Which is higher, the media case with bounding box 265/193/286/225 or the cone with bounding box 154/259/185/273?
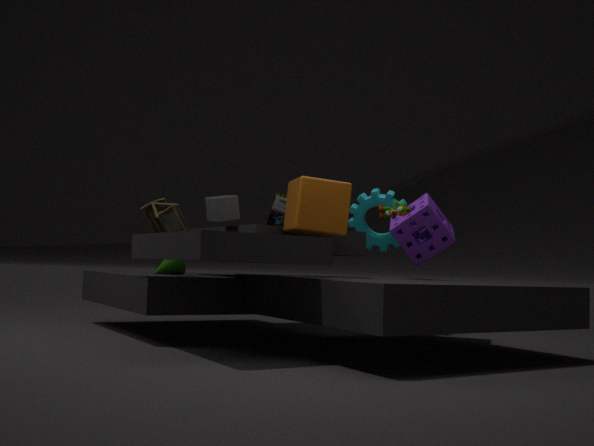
the media case with bounding box 265/193/286/225
